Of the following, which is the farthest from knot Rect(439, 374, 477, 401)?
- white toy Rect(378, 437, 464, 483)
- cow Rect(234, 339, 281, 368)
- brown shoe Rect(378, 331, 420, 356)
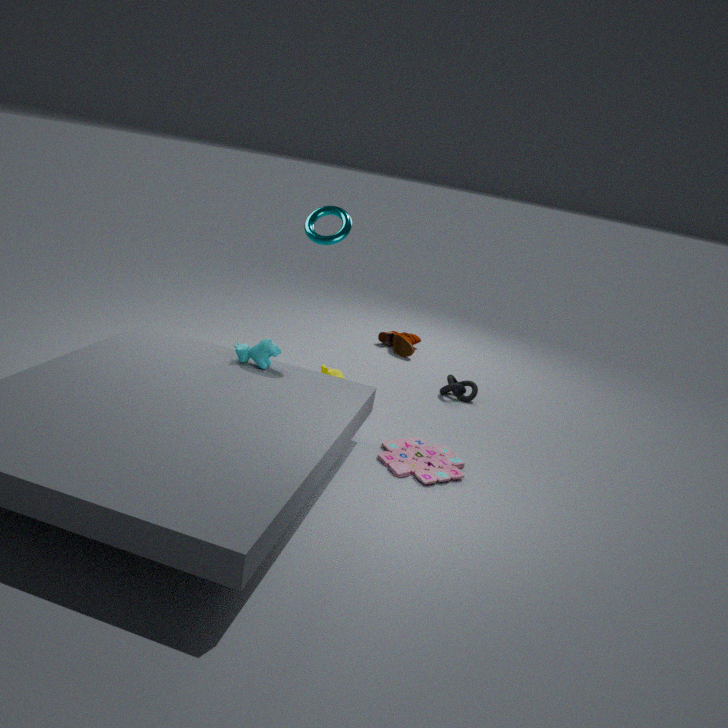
Result: cow Rect(234, 339, 281, 368)
